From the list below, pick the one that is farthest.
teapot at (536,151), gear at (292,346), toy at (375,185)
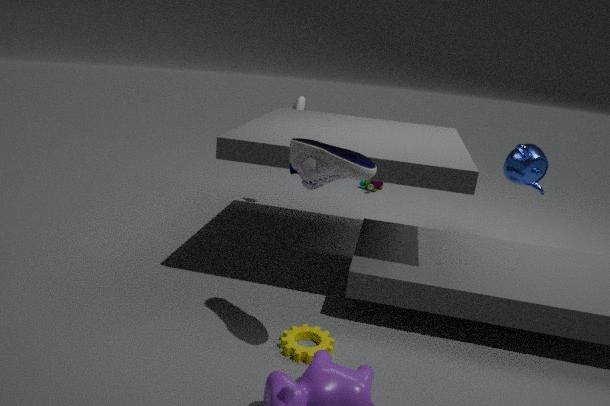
toy at (375,185)
